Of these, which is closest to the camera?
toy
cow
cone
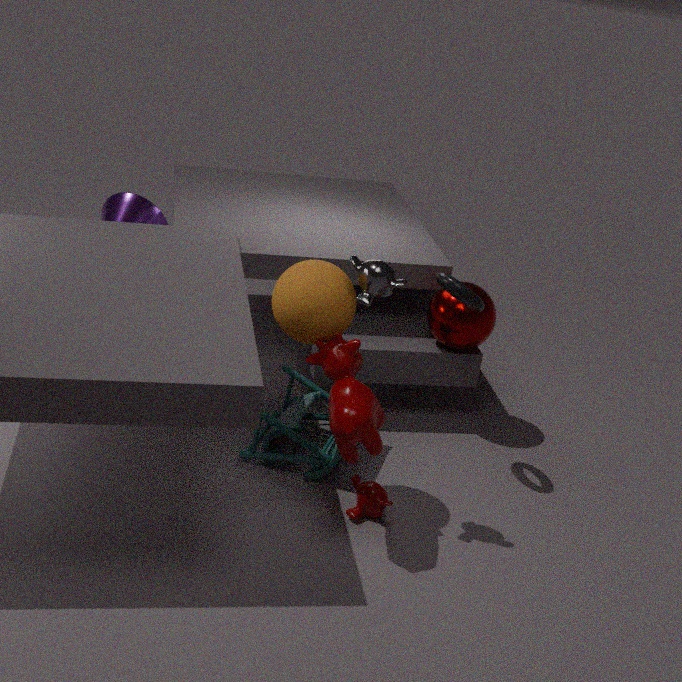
cow
